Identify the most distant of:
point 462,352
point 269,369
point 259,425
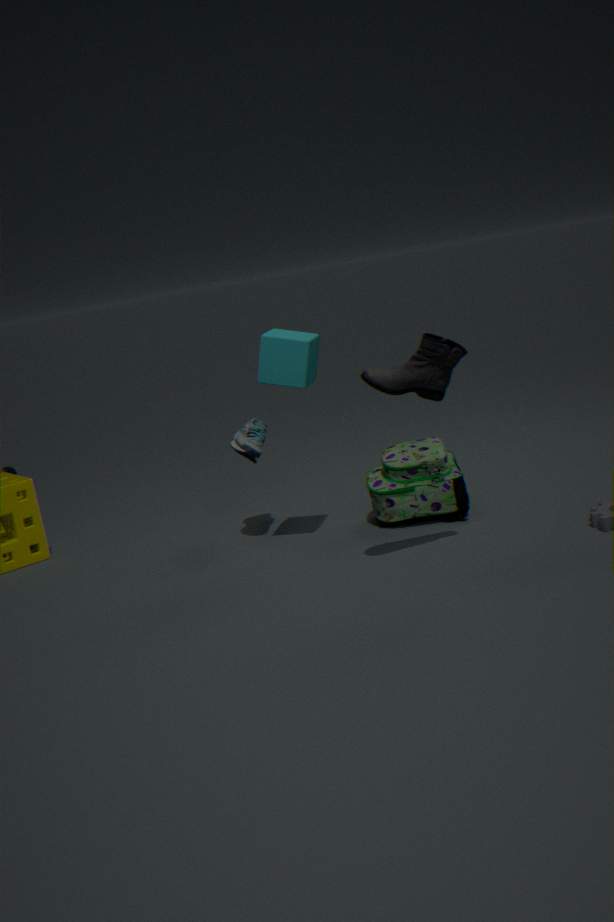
point 259,425
